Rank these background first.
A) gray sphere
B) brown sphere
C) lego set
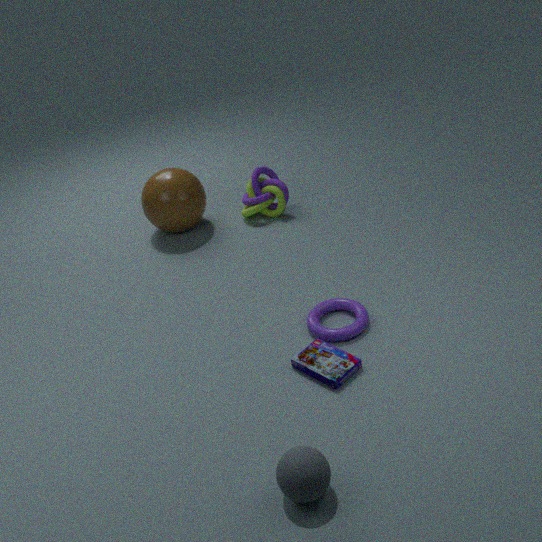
1. brown sphere
2. lego set
3. gray sphere
